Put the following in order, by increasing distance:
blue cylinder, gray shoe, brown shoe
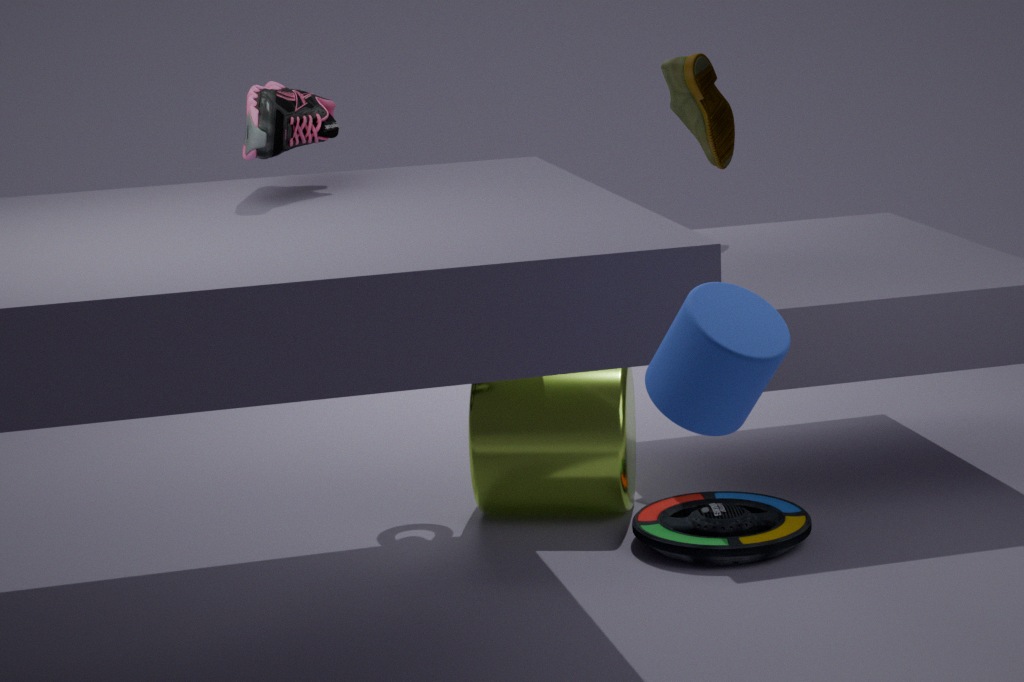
blue cylinder
gray shoe
brown shoe
